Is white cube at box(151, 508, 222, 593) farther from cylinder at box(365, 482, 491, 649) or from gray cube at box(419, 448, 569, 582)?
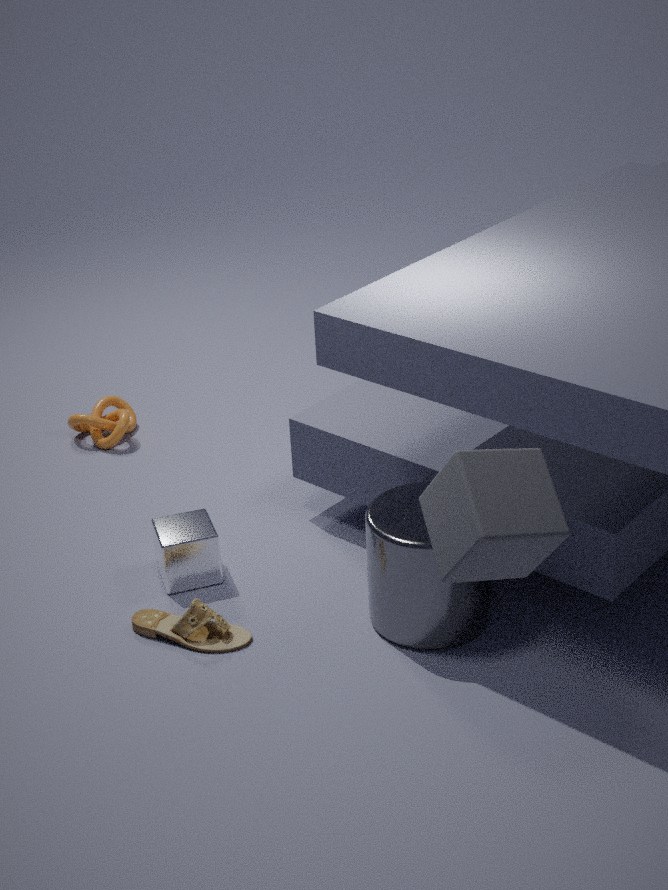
gray cube at box(419, 448, 569, 582)
